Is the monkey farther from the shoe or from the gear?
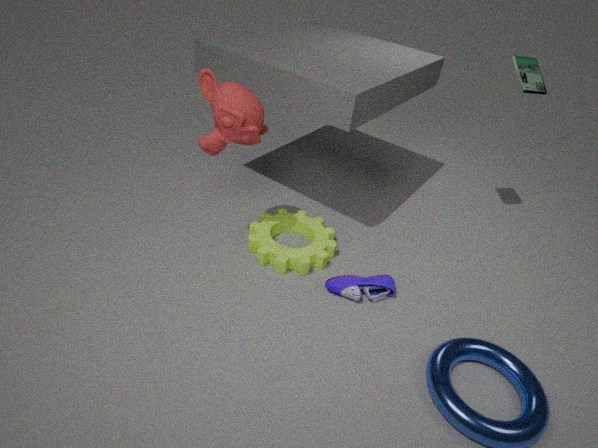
the shoe
